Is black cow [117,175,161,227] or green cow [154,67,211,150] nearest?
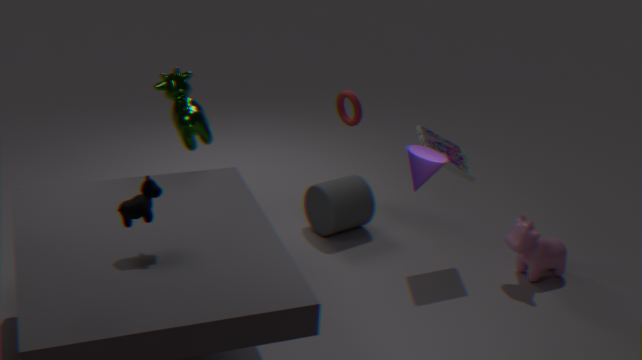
black cow [117,175,161,227]
